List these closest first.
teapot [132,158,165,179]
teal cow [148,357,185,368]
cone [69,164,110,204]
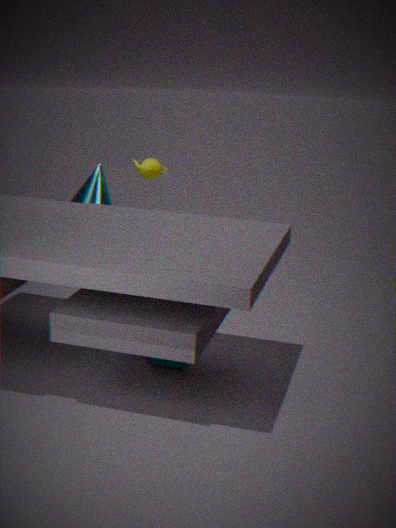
teal cow [148,357,185,368], cone [69,164,110,204], teapot [132,158,165,179]
